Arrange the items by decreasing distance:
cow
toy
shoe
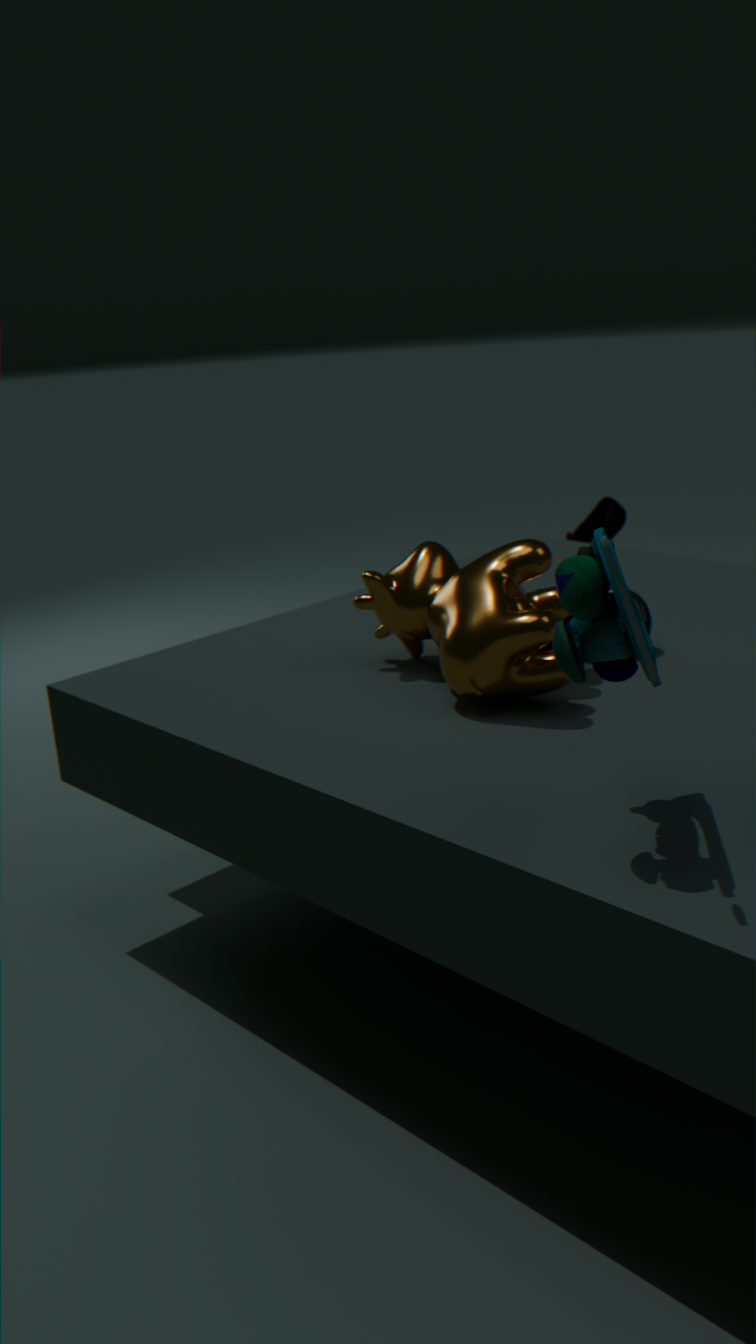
1. shoe
2. cow
3. toy
